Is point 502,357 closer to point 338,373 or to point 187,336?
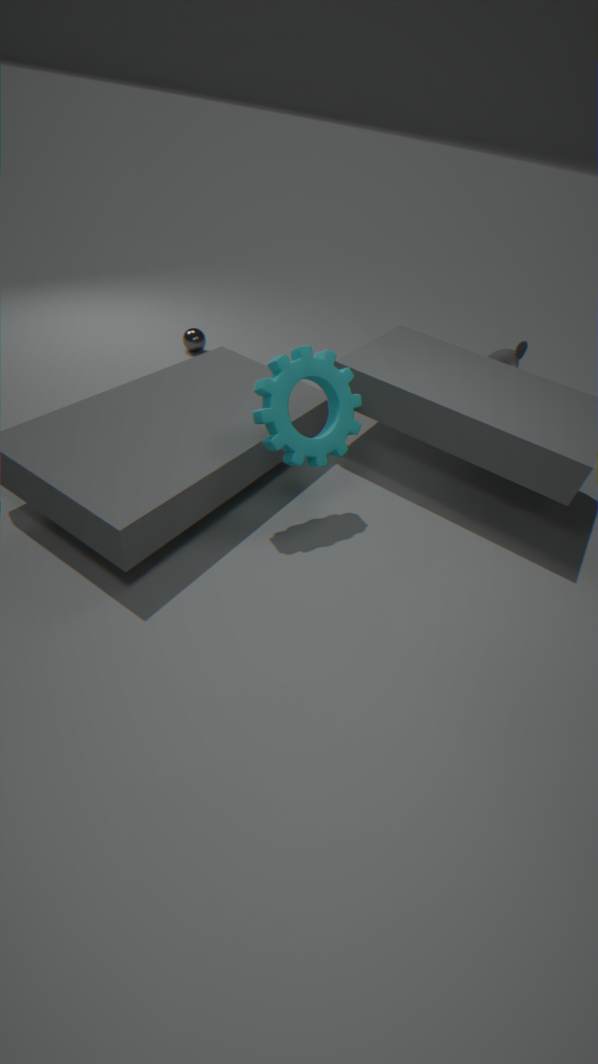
point 187,336
